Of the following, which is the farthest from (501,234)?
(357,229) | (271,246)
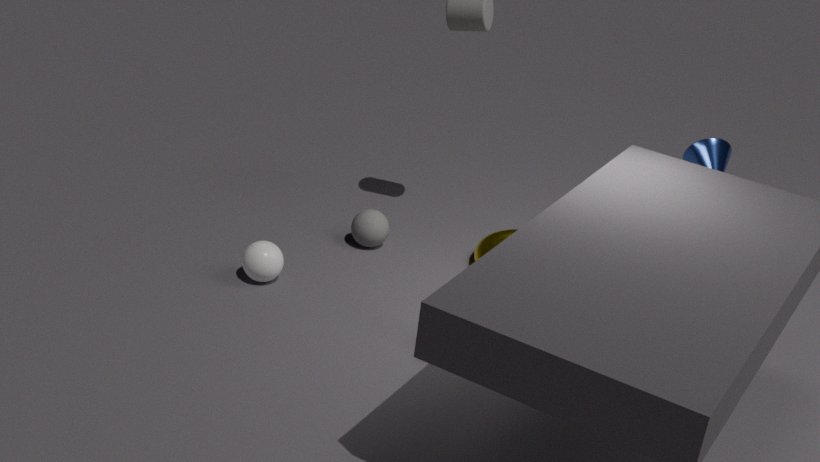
(271,246)
